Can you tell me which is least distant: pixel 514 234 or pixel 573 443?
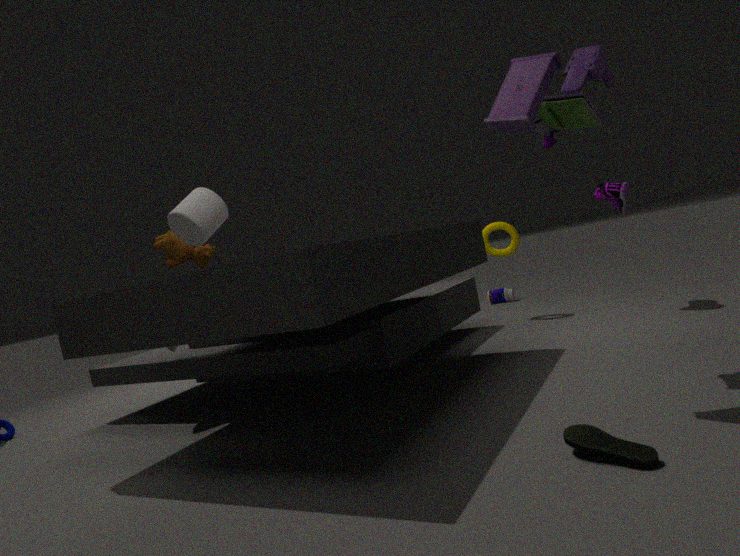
pixel 573 443
